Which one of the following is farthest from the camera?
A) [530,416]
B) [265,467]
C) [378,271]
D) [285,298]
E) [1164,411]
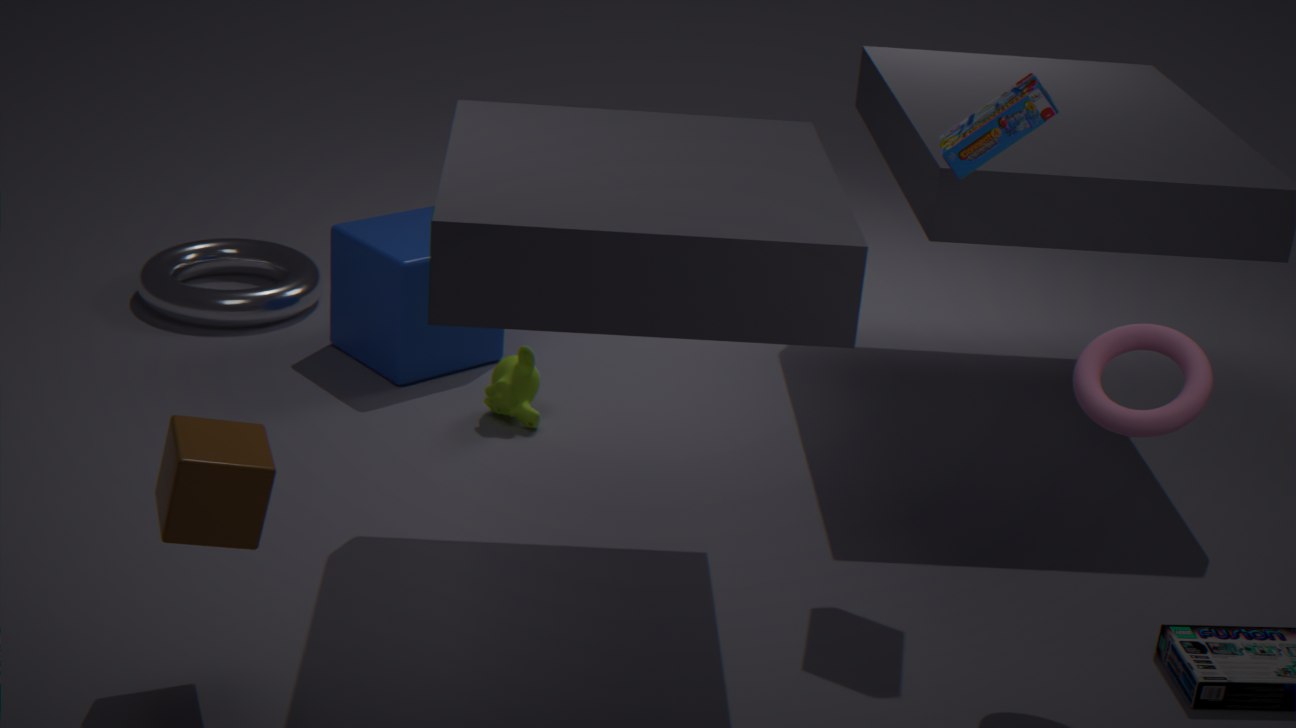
[285,298]
